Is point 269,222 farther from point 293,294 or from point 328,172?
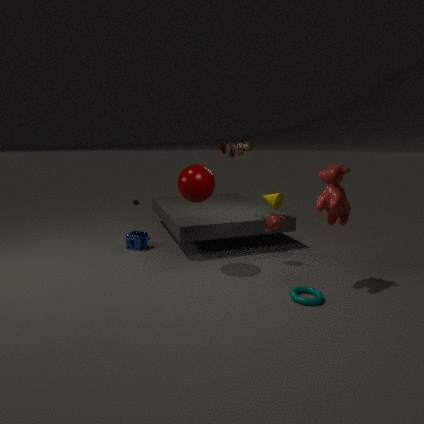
point 293,294
